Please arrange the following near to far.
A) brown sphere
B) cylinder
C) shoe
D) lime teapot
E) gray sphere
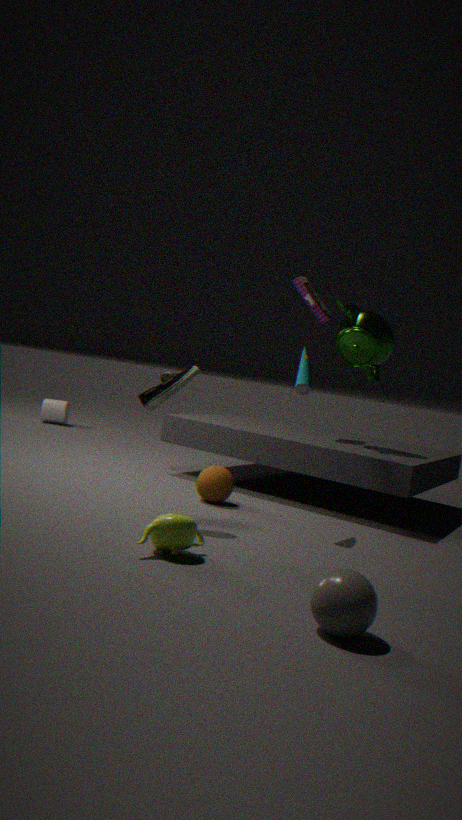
gray sphere, lime teapot, shoe, brown sphere, cylinder
